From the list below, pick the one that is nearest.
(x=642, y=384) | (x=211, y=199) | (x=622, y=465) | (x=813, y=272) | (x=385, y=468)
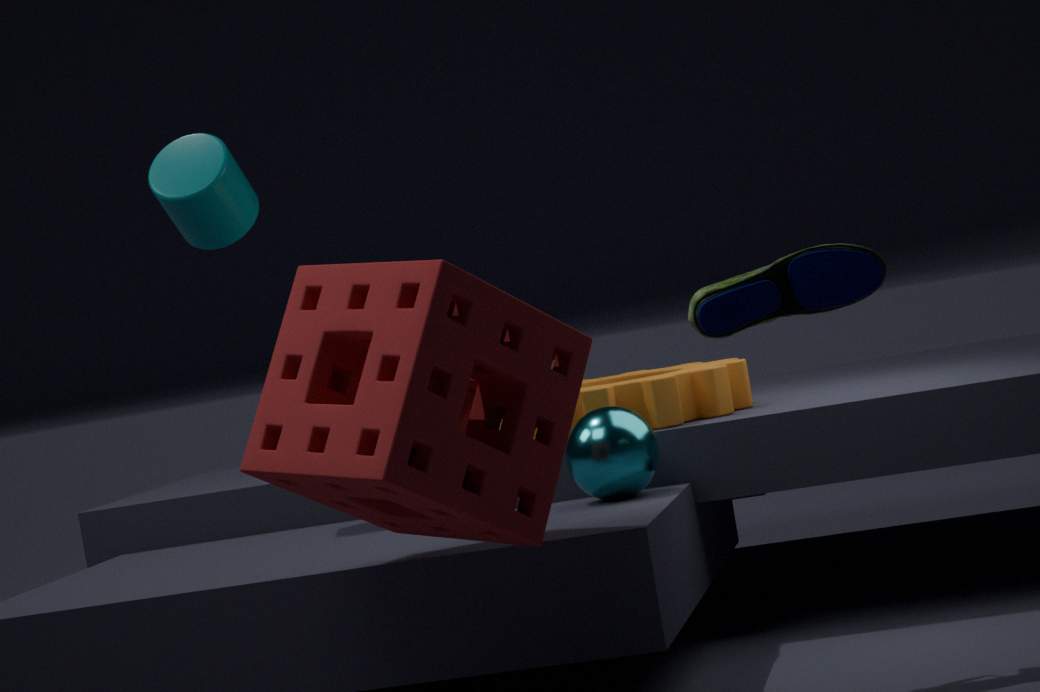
(x=385, y=468)
